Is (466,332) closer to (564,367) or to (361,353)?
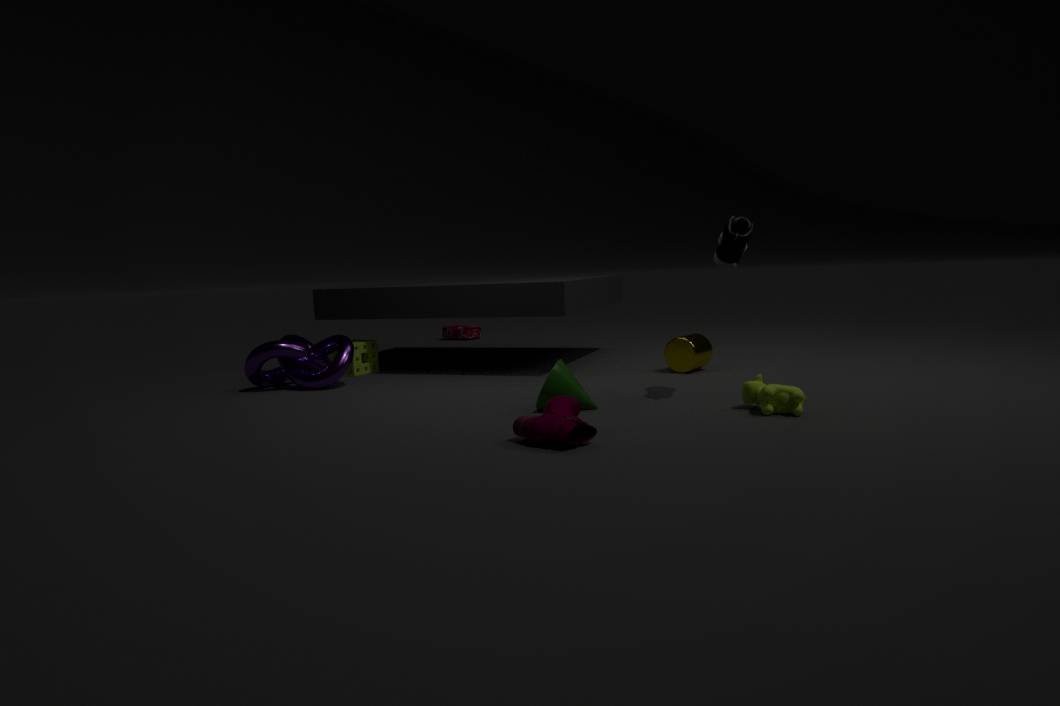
(361,353)
